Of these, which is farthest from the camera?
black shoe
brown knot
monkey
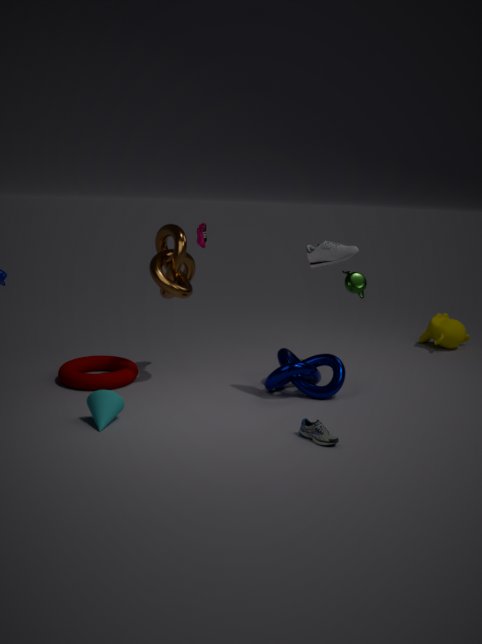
monkey
